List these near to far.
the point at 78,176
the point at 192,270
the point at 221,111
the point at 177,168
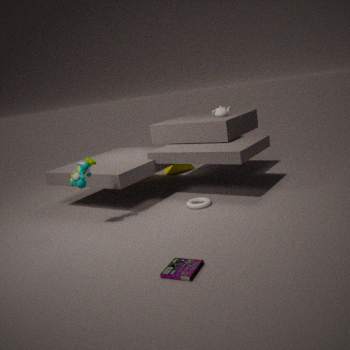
the point at 192,270, the point at 78,176, the point at 221,111, the point at 177,168
